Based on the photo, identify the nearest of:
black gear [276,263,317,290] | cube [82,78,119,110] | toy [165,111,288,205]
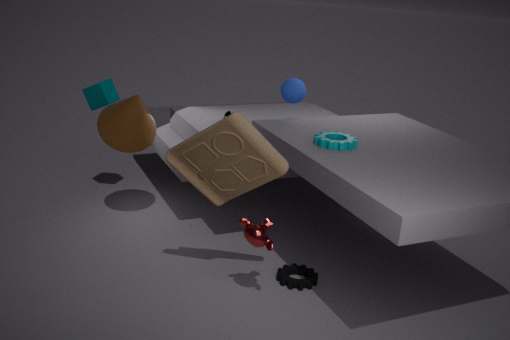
toy [165,111,288,205]
